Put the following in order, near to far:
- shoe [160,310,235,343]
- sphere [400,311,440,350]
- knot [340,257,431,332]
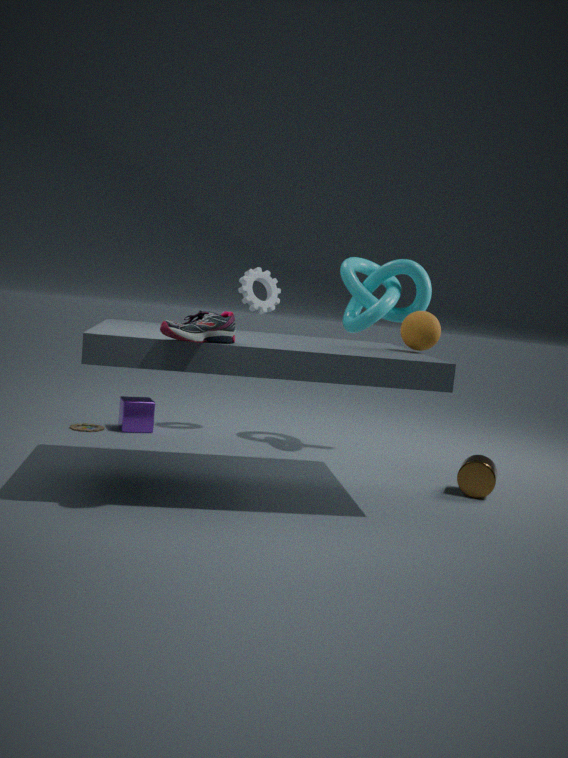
shoe [160,310,235,343], sphere [400,311,440,350], knot [340,257,431,332]
